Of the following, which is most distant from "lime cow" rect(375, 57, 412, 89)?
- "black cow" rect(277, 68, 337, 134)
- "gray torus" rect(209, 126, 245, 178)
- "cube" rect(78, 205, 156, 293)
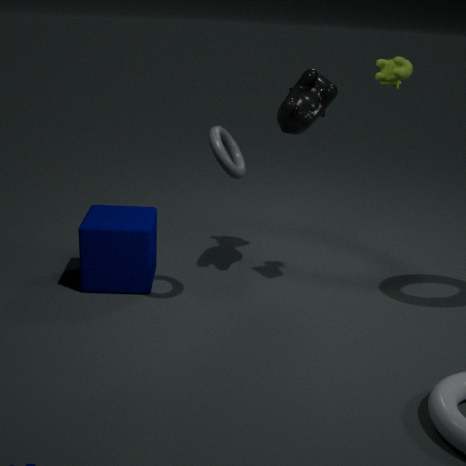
"cube" rect(78, 205, 156, 293)
